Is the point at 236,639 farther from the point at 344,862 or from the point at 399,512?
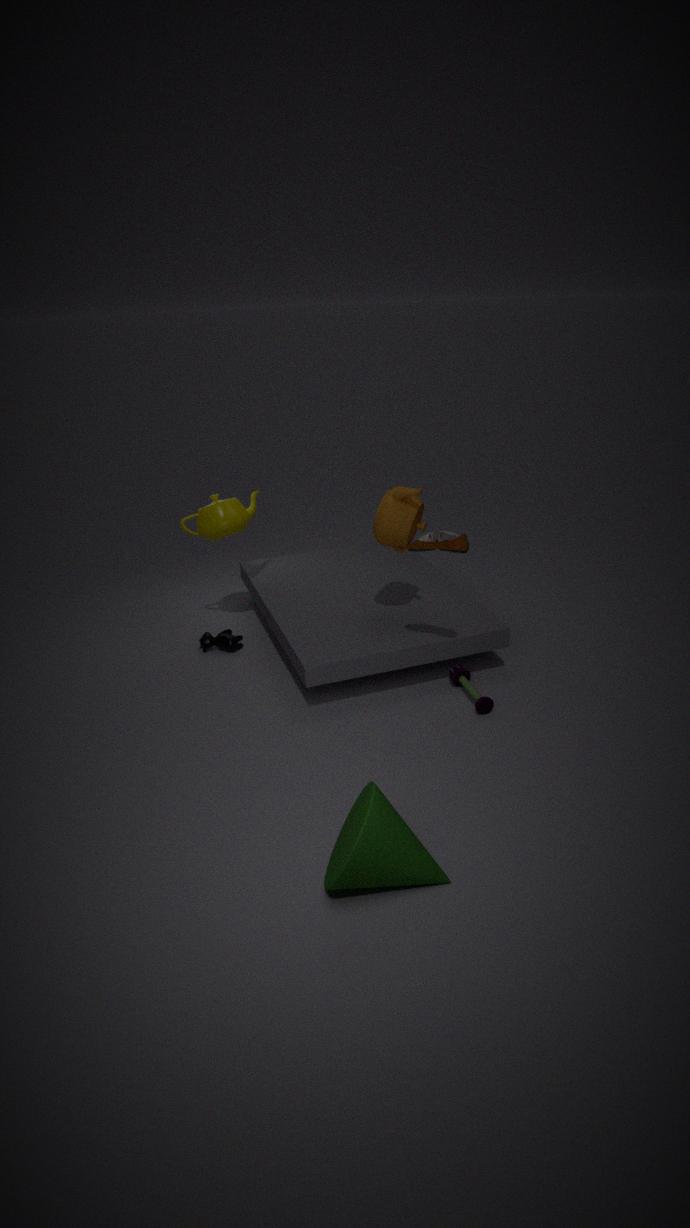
the point at 344,862
